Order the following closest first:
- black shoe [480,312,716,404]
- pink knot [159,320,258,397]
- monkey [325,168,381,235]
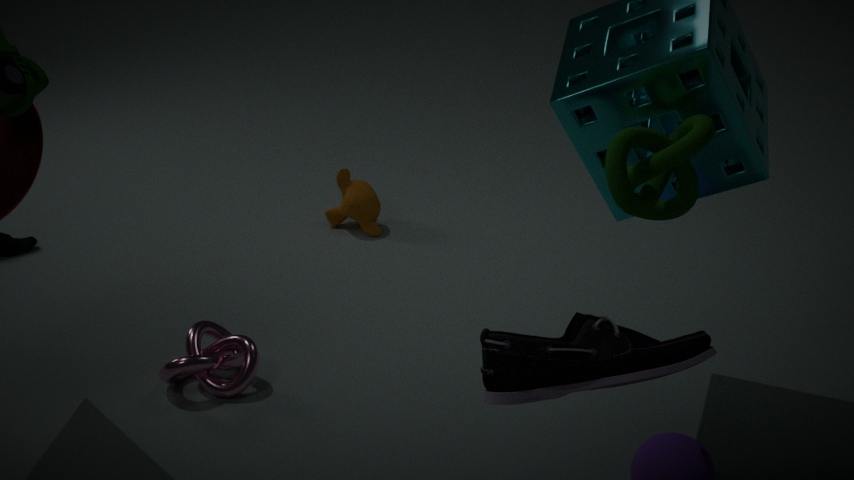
black shoe [480,312,716,404]
pink knot [159,320,258,397]
monkey [325,168,381,235]
